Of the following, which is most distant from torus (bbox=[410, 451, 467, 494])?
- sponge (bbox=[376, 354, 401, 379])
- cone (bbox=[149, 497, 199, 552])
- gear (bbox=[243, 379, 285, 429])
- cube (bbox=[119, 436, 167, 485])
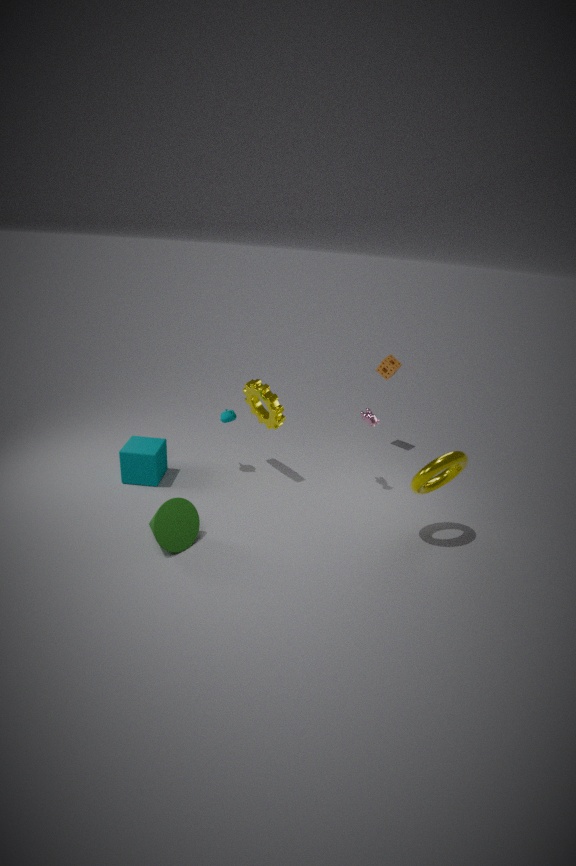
cube (bbox=[119, 436, 167, 485])
